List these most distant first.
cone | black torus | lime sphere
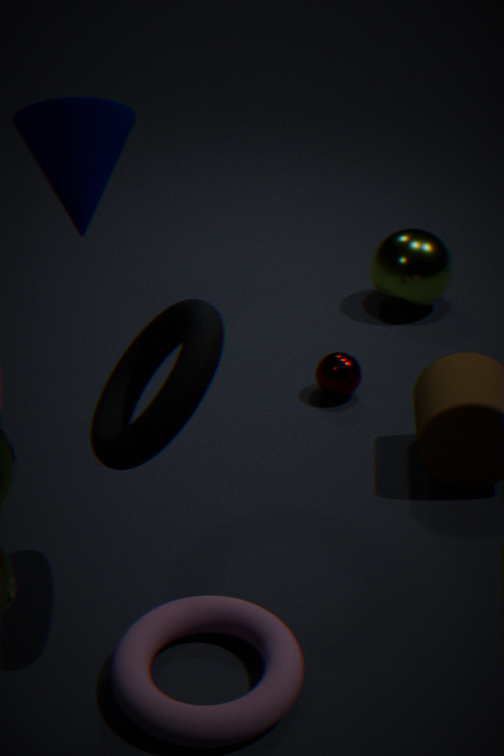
lime sphere → cone → black torus
